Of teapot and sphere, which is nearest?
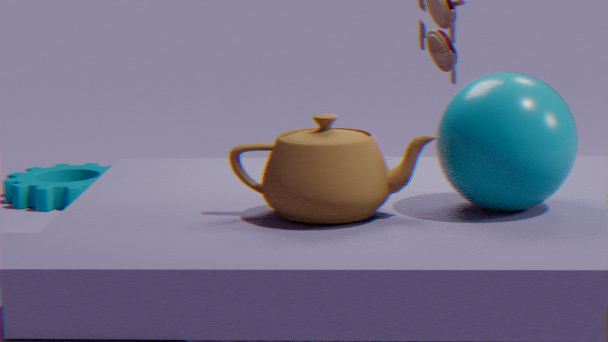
teapot
